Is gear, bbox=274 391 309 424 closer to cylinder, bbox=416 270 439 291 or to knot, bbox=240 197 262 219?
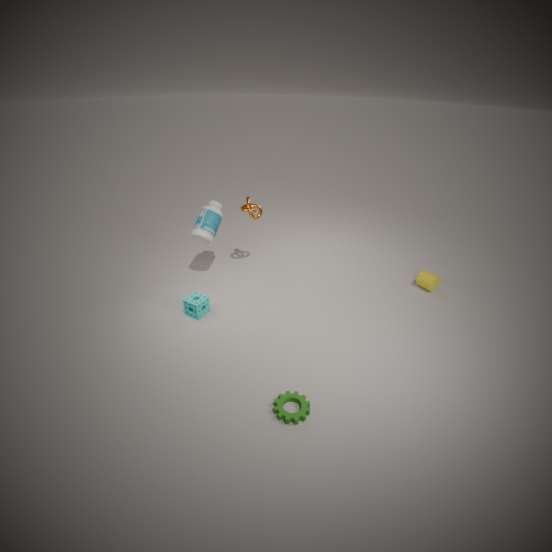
knot, bbox=240 197 262 219
